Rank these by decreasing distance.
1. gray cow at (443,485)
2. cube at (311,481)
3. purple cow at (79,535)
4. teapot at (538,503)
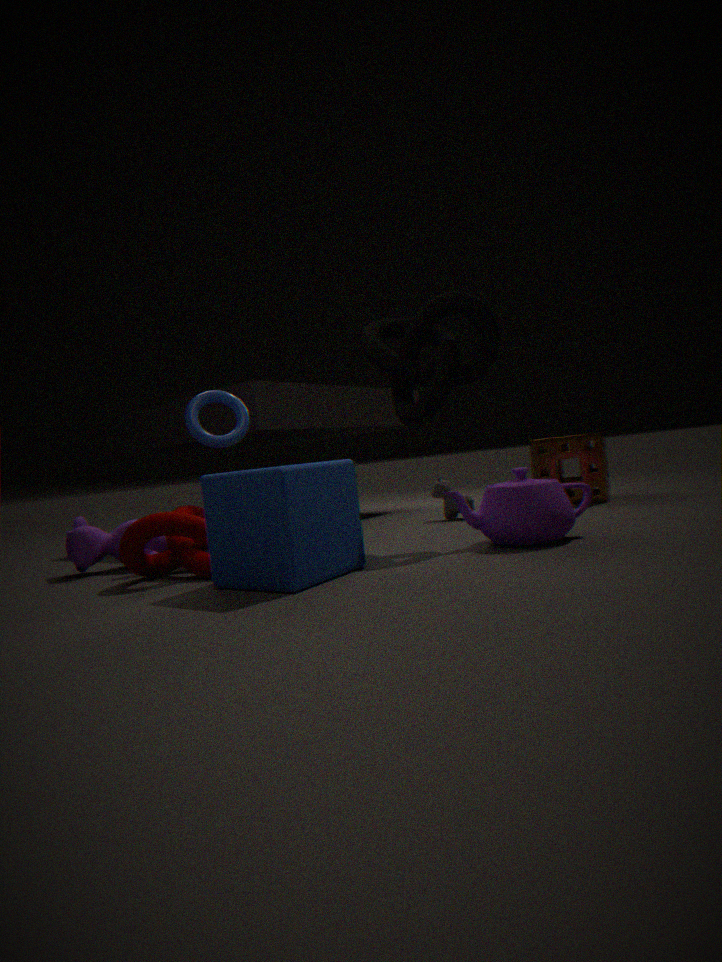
gray cow at (443,485), purple cow at (79,535), teapot at (538,503), cube at (311,481)
